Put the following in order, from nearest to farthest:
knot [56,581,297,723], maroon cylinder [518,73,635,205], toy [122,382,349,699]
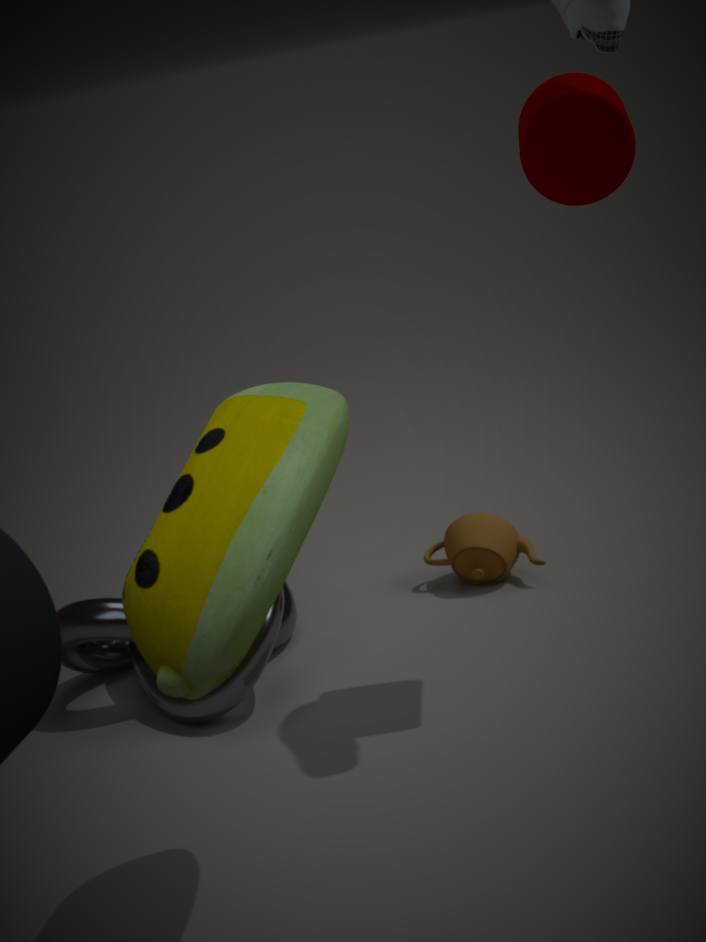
toy [122,382,349,699] < maroon cylinder [518,73,635,205] < knot [56,581,297,723]
